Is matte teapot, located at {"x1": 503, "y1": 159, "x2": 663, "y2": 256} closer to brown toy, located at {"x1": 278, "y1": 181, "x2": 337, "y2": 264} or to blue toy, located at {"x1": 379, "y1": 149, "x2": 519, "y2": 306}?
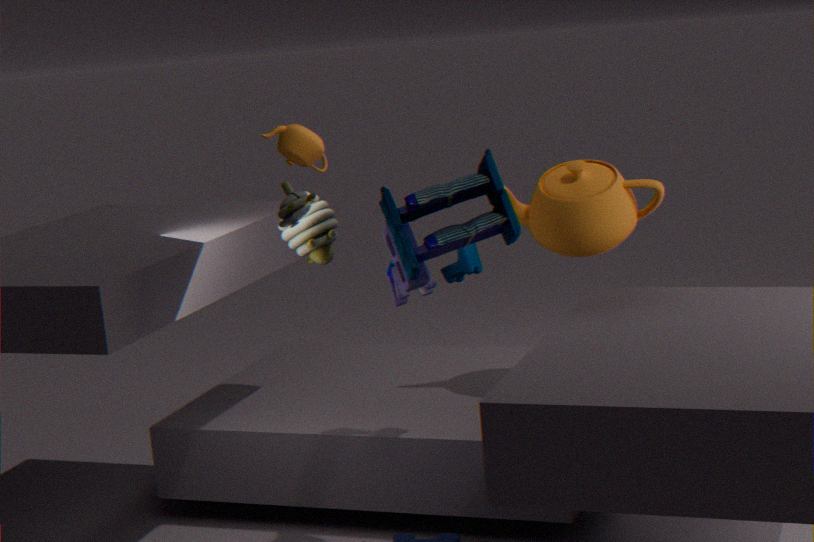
blue toy, located at {"x1": 379, "y1": 149, "x2": 519, "y2": 306}
